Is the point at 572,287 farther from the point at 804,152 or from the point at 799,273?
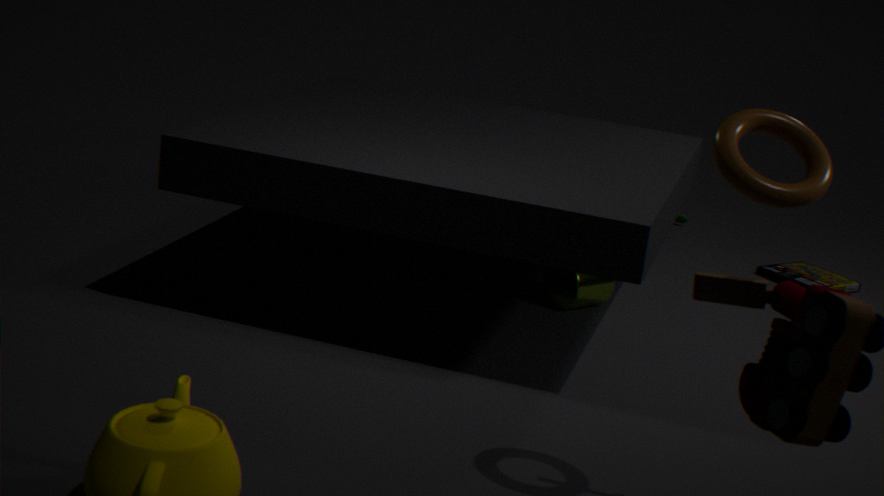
the point at 804,152
